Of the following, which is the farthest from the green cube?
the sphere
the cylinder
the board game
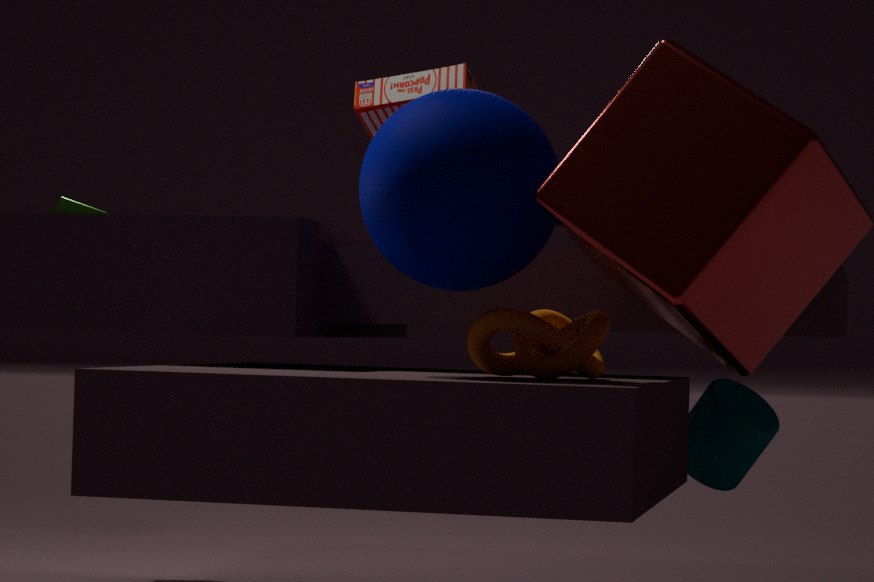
the sphere
